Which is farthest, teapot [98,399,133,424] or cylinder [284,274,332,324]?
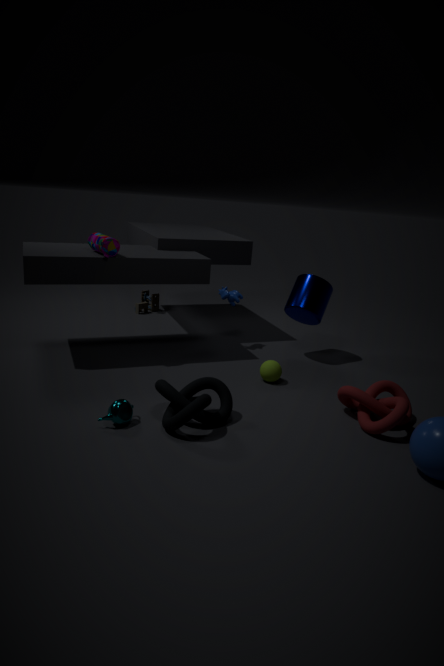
cylinder [284,274,332,324]
